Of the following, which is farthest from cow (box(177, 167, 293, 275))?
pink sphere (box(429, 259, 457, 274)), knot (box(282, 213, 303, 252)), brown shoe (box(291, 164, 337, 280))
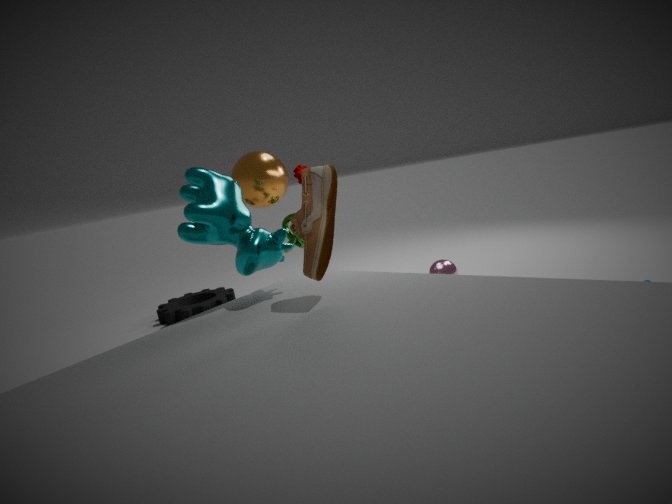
pink sphere (box(429, 259, 457, 274))
